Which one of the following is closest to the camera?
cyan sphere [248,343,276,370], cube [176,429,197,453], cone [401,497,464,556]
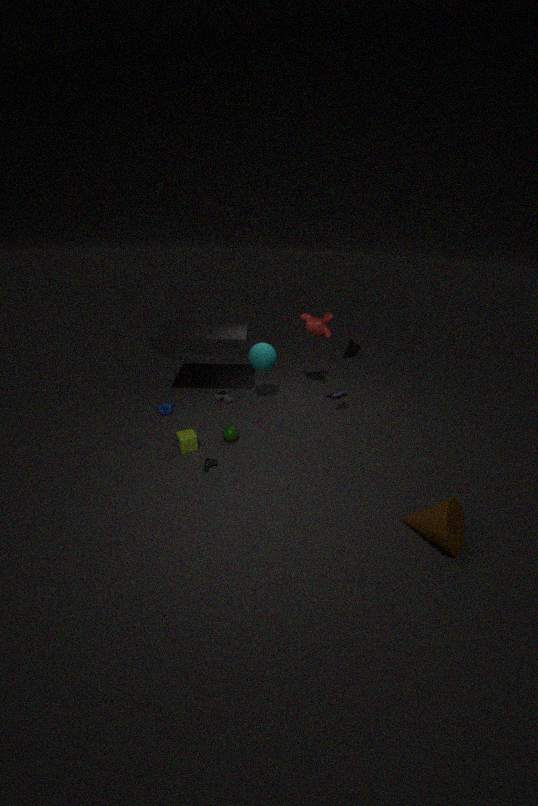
cone [401,497,464,556]
